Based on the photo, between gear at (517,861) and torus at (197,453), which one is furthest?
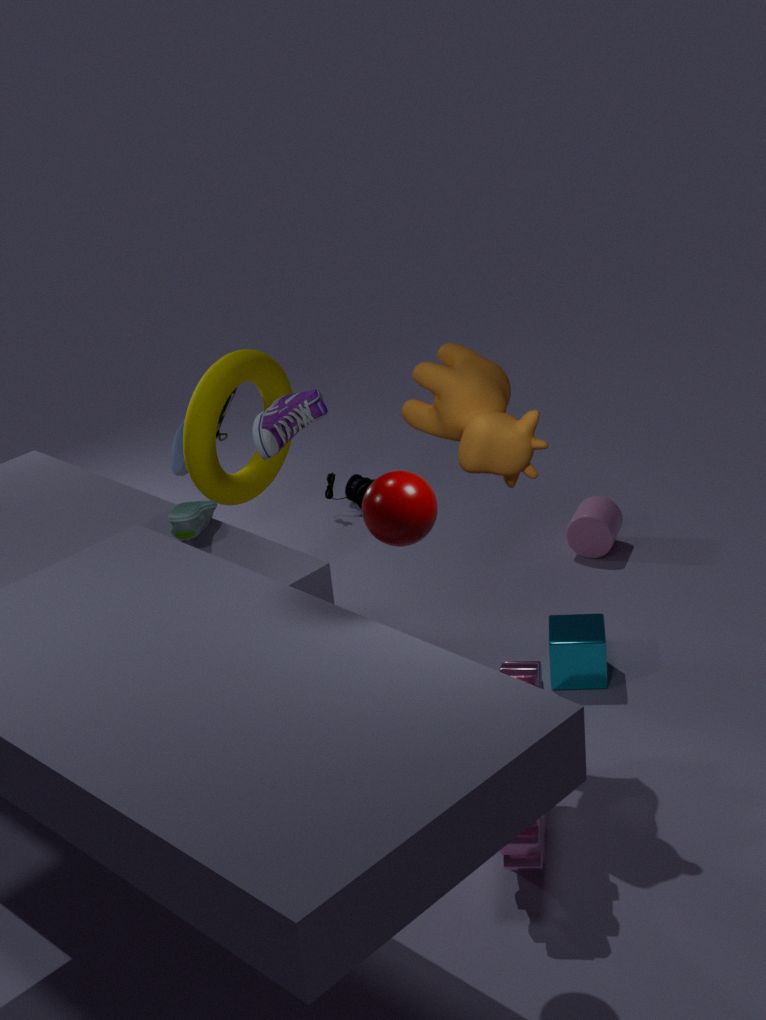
torus at (197,453)
